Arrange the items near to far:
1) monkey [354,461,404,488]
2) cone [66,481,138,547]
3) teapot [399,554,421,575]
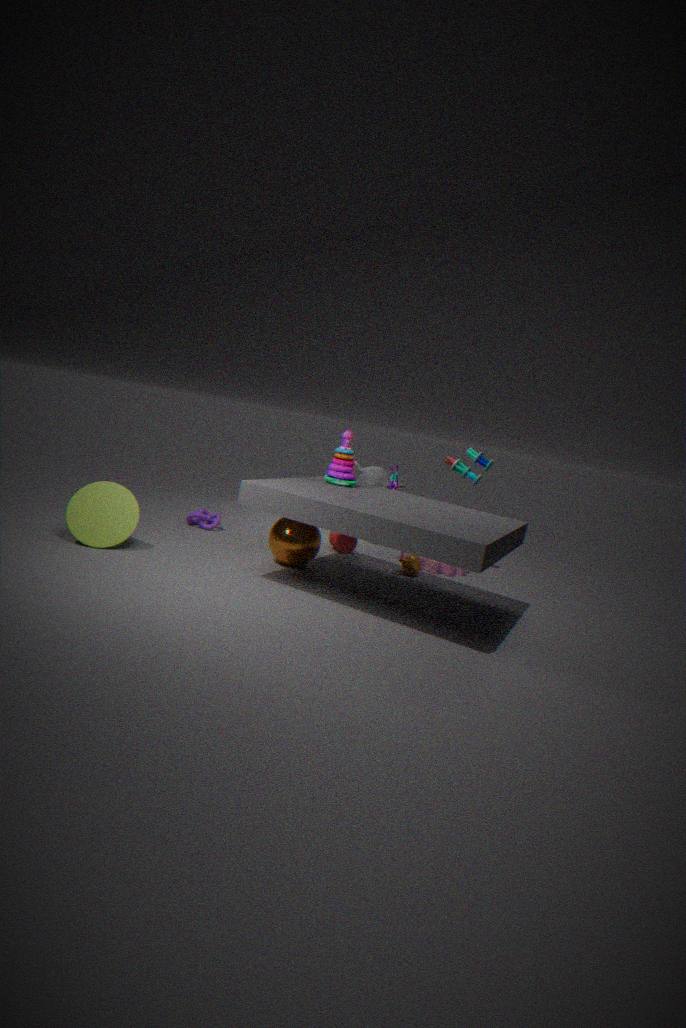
1. 2. cone [66,481,138,547]
2. 3. teapot [399,554,421,575]
3. 1. monkey [354,461,404,488]
